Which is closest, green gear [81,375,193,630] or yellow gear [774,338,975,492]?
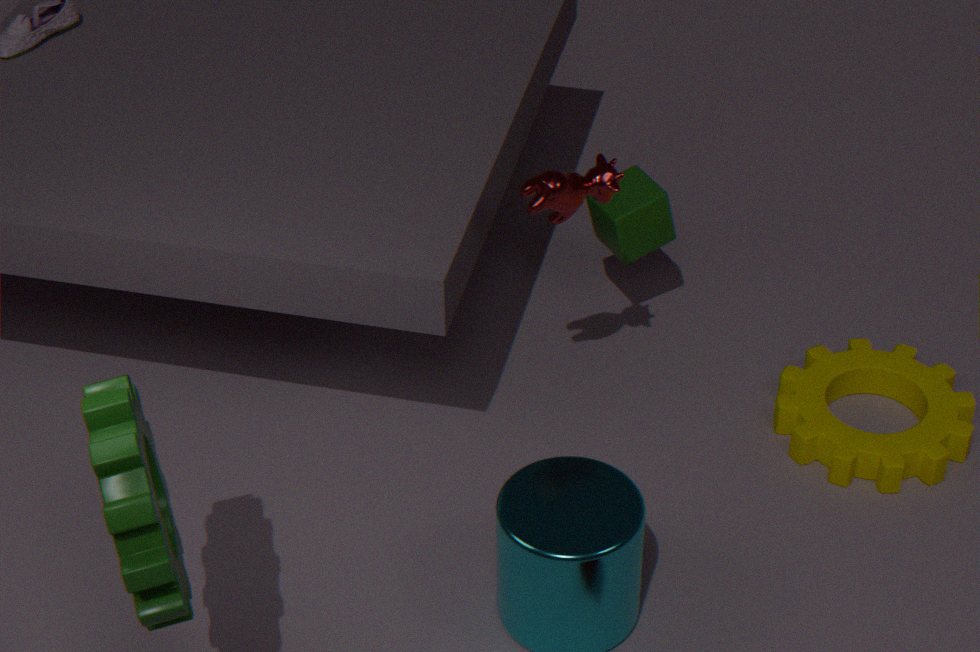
green gear [81,375,193,630]
